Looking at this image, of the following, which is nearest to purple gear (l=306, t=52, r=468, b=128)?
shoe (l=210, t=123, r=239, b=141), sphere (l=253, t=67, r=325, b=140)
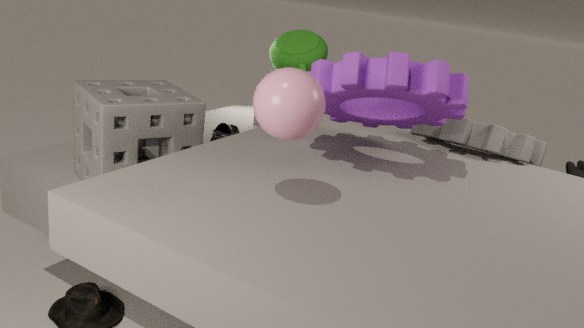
sphere (l=253, t=67, r=325, b=140)
